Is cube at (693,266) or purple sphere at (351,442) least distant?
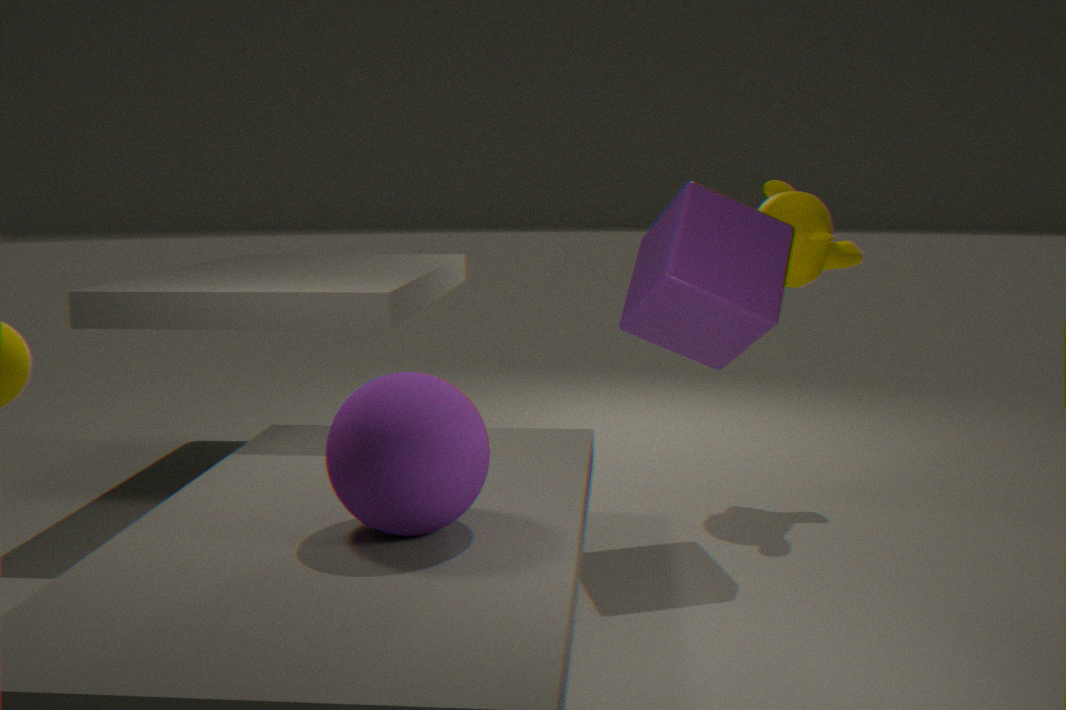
purple sphere at (351,442)
